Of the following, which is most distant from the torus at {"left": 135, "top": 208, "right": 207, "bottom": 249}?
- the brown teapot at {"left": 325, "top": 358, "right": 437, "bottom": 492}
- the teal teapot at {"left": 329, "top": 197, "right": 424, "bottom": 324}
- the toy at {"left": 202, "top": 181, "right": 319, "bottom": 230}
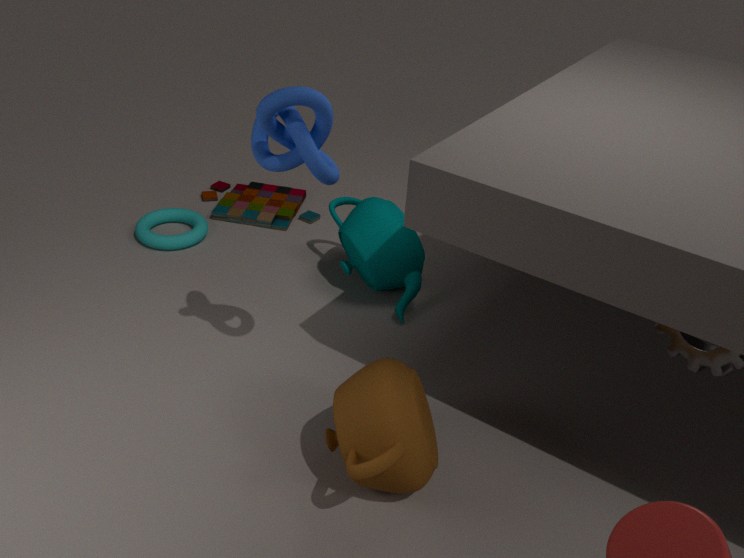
the brown teapot at {"left": 325, "top": 358, "right": 437, "bottom": 492}
